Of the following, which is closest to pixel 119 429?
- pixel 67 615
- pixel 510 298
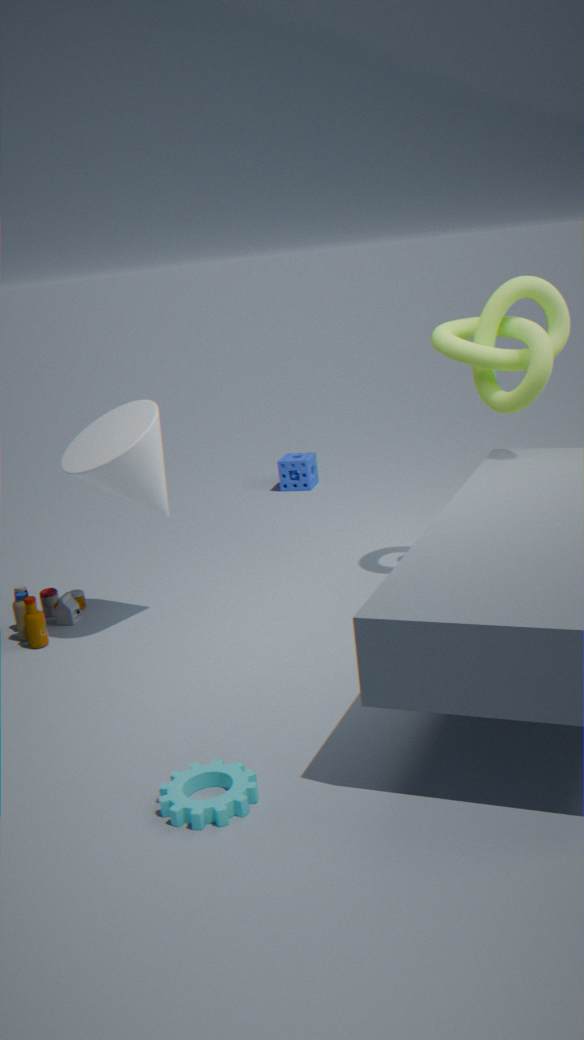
pixel 67 615
